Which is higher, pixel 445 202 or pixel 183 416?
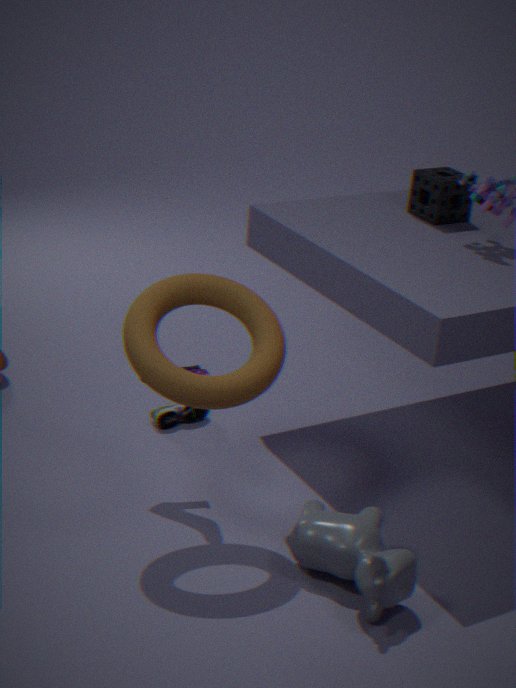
pixel 445 202
